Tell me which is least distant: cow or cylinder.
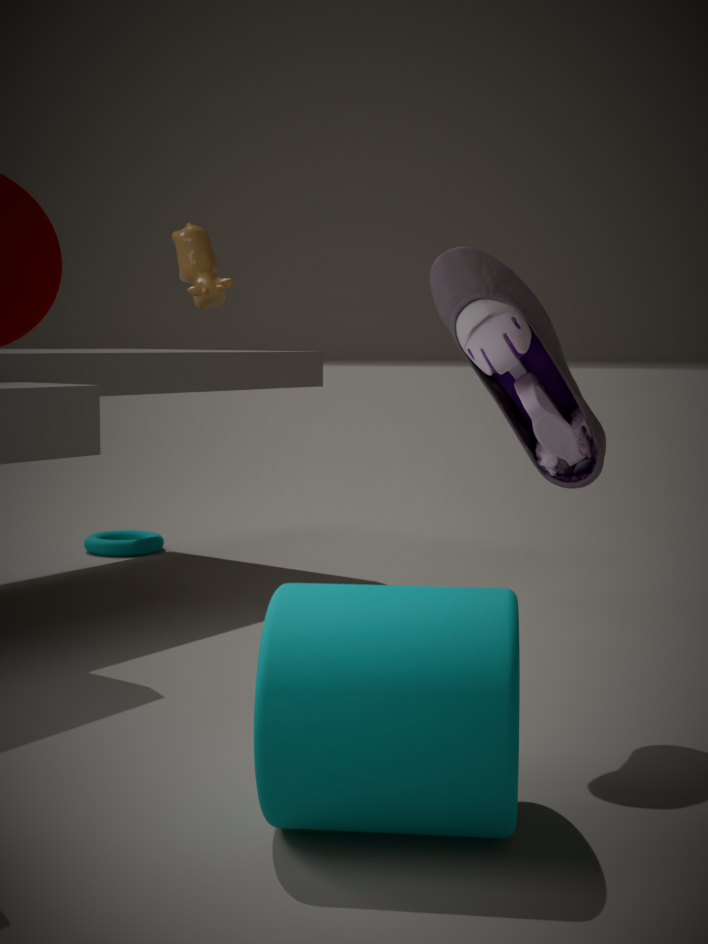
cylinder
